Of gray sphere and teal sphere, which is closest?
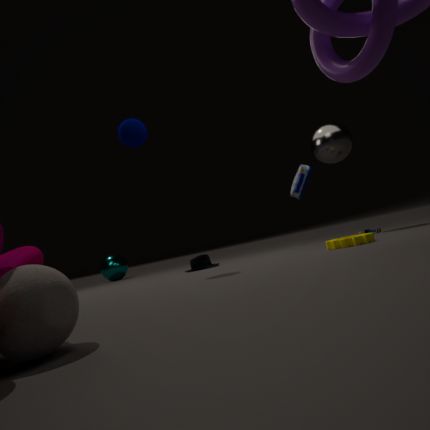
gray sphere
